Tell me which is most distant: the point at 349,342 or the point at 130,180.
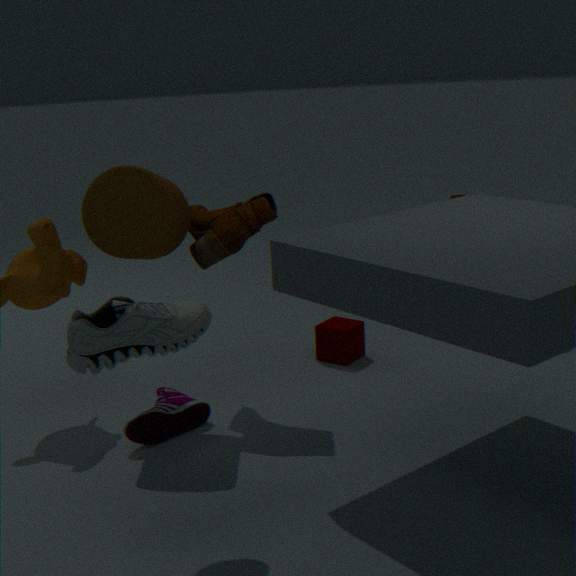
the point at 349,342
